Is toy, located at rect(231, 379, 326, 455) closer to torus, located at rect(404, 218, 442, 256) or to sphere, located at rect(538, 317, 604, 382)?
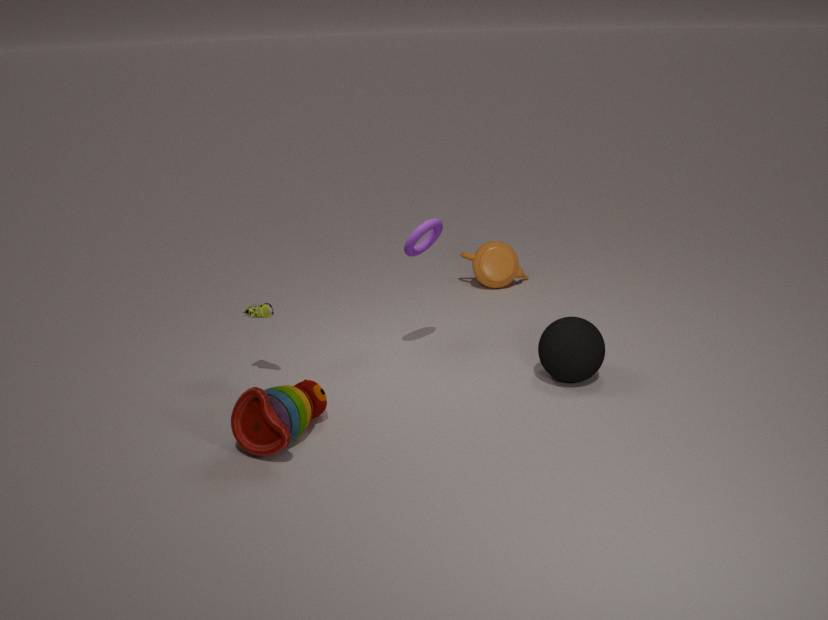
torus, located at rect(404, 218, 442, 256)
